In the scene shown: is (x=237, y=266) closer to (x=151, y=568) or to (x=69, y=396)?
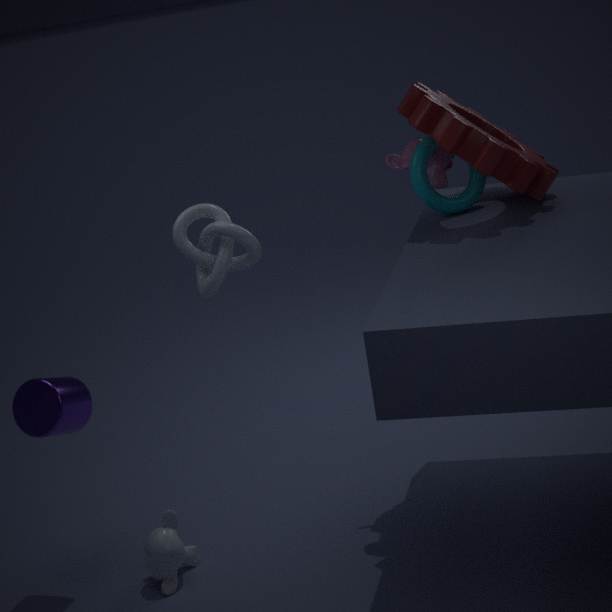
(x=69, y=396)
